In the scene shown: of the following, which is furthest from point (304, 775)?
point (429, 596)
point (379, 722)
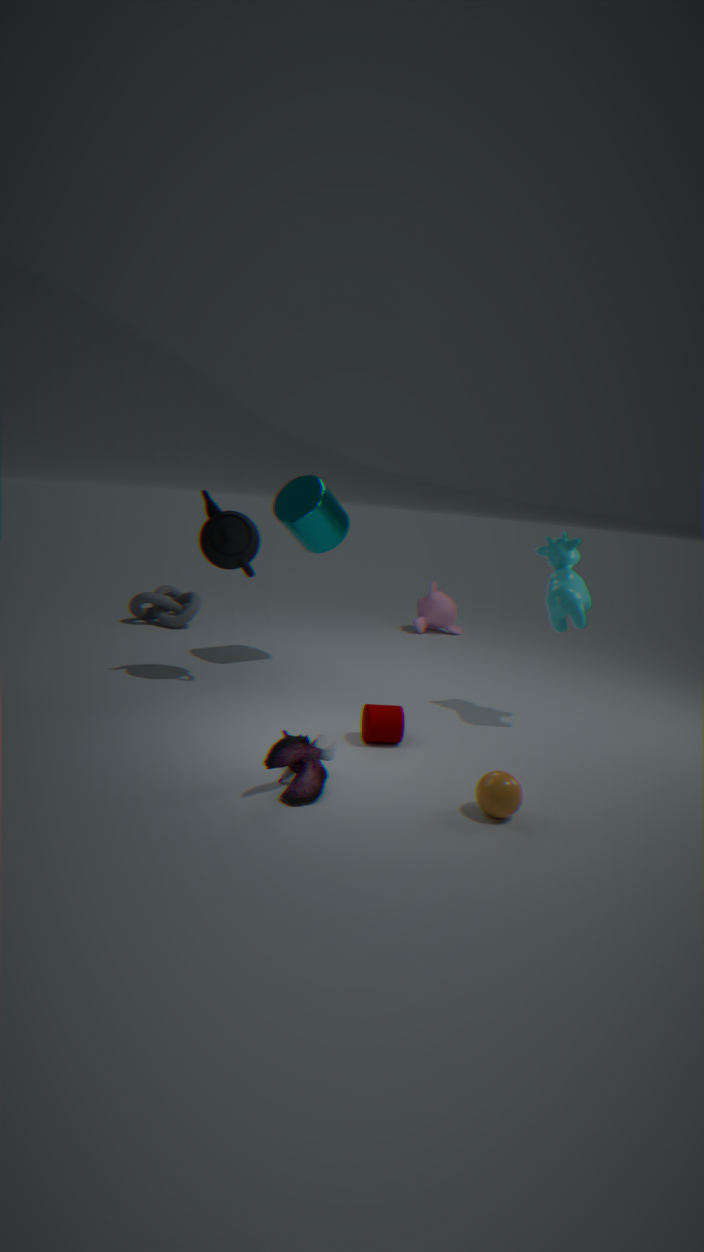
point (429, 596)
